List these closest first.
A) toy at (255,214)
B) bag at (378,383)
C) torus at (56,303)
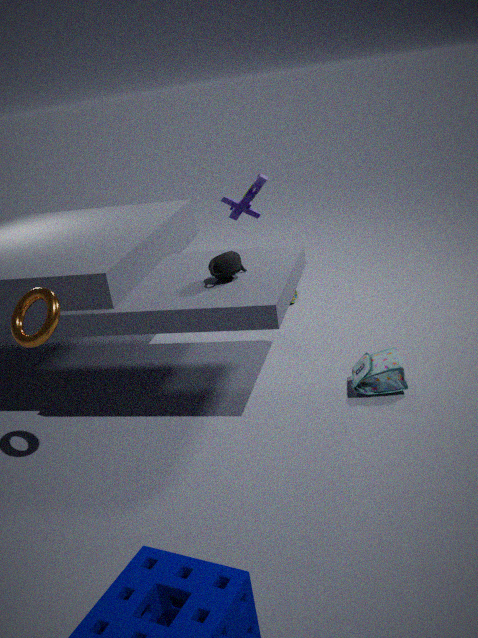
1. torus at (56,303)
2. bag at (378,383)
3. toy at (255,214)
